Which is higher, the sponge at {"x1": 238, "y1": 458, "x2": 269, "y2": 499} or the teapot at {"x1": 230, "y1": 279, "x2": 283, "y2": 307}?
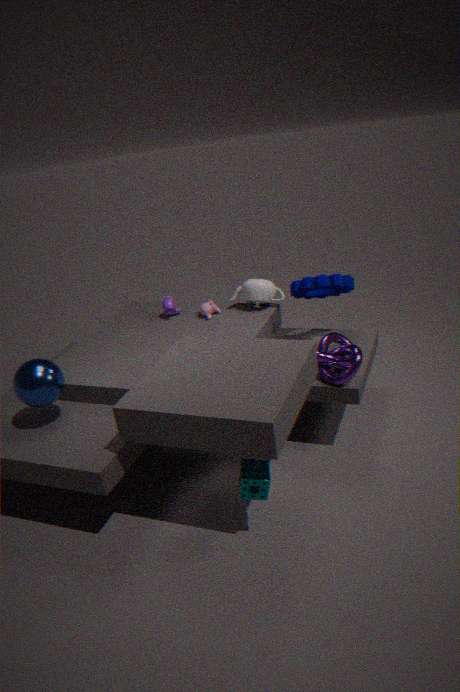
the teapot at {"x1": 230, "y1": 279, "x2": 283, "y2": 307}
